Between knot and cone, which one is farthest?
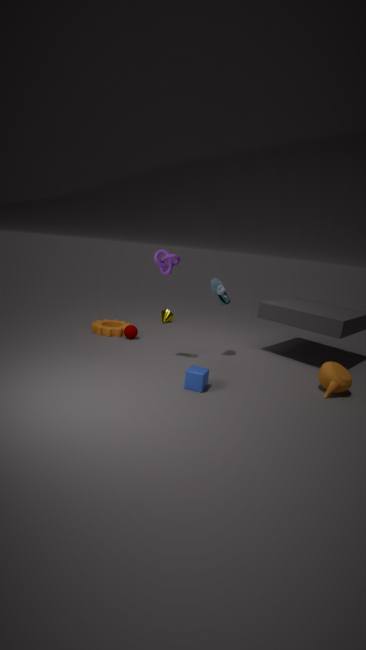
cone
